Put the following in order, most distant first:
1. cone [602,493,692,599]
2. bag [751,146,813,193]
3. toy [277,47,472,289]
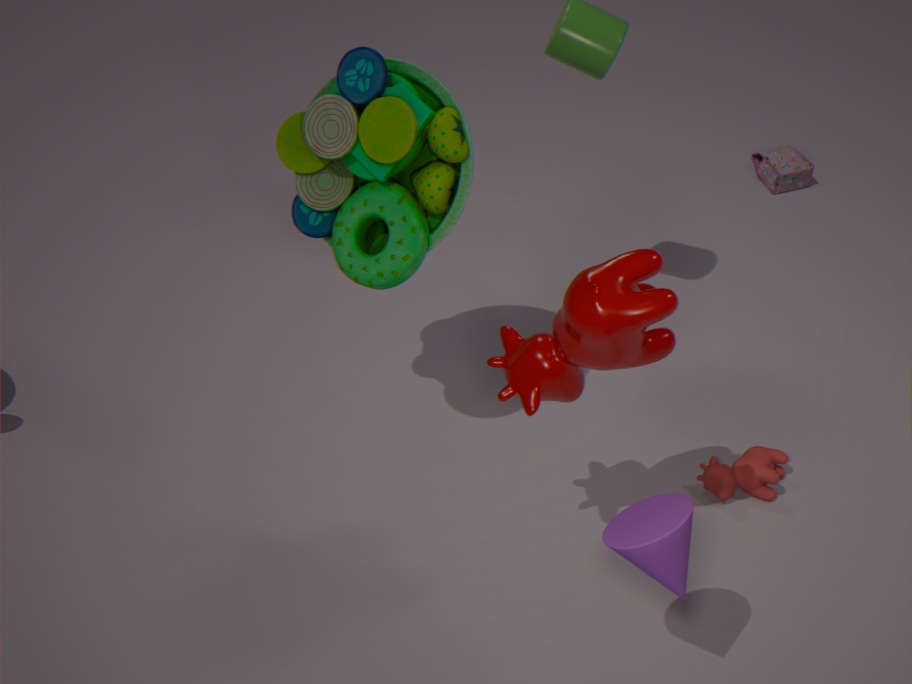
bag [751,146,813,193]
toy [277,47,472,289]
cone [602,493,692,599]
